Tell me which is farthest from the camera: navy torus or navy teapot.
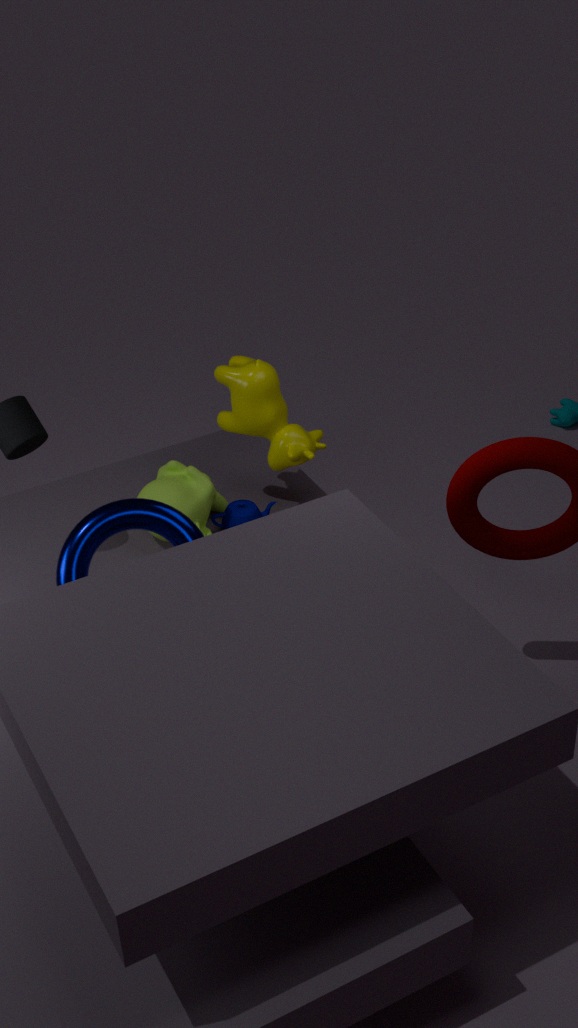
navy teapot
